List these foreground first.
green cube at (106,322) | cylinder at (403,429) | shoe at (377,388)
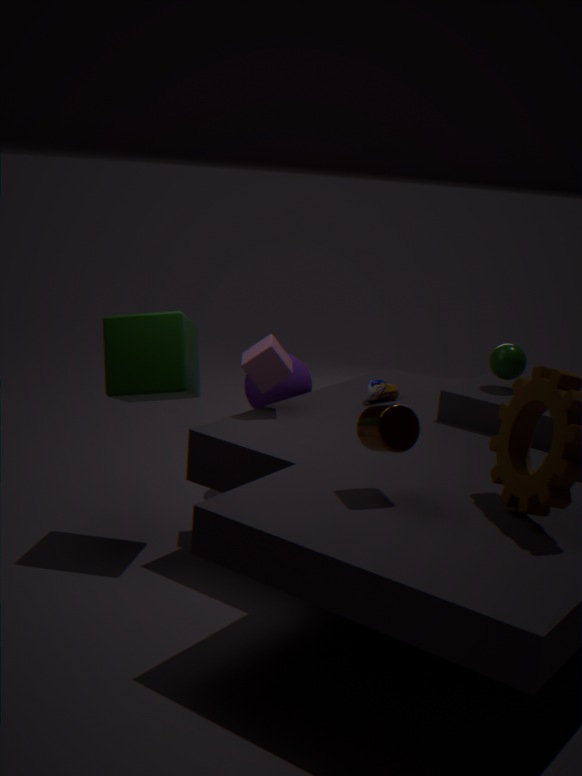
cylinder at (403,429) → green cube at (106,322) → shoe at (377,388)
